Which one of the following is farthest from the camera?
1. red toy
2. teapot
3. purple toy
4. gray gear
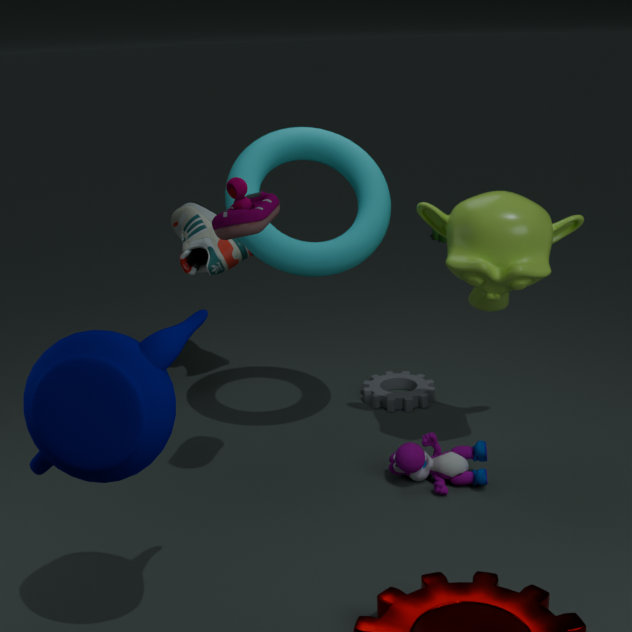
gray gear
